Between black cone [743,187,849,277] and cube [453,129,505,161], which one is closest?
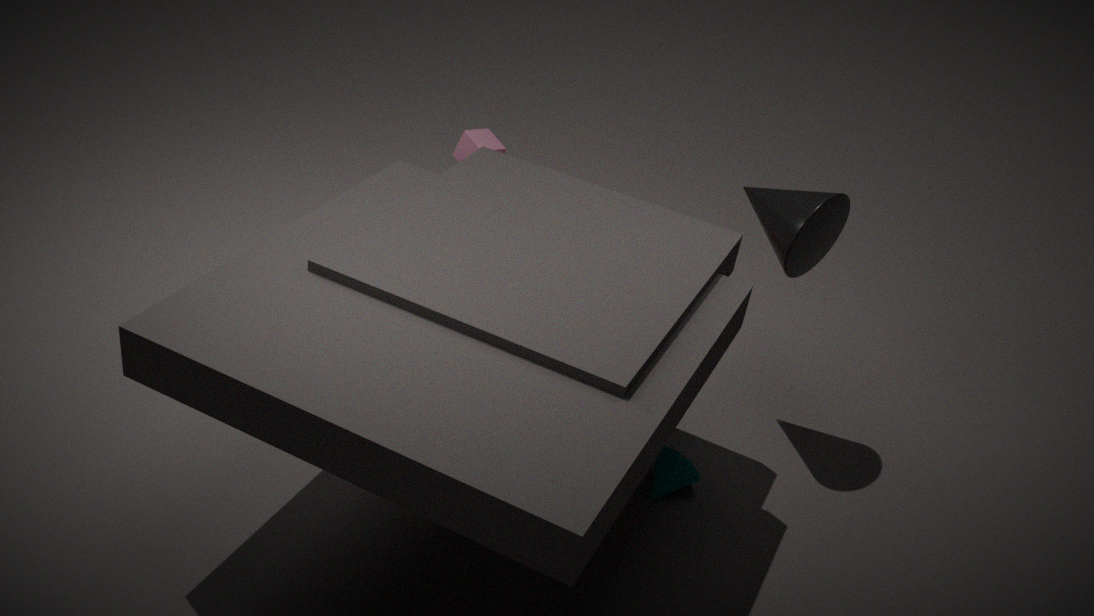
black cone [743,187,849,277]
